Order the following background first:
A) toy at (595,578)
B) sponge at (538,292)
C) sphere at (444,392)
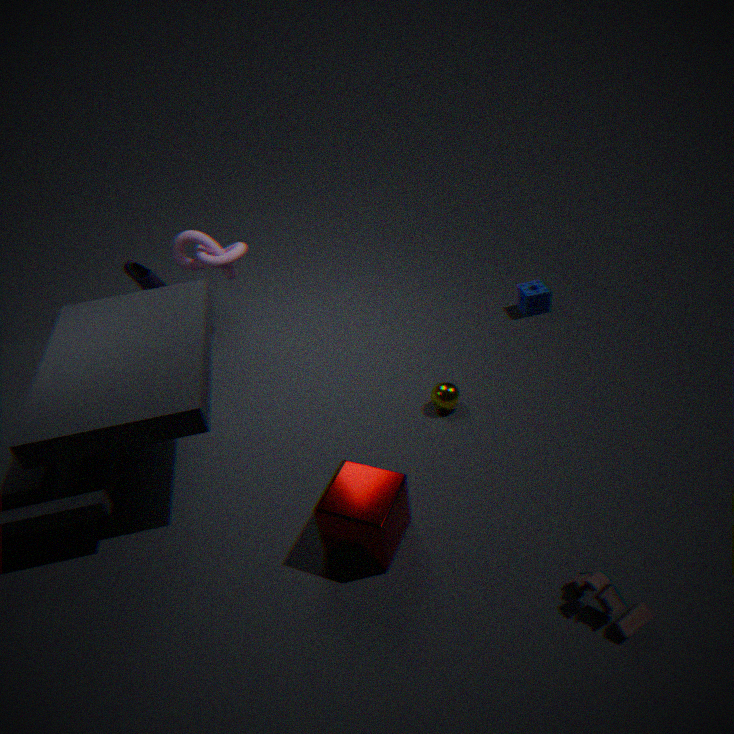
sponge at (538,292)
sphere at (444,392)
toy at (595,578)
